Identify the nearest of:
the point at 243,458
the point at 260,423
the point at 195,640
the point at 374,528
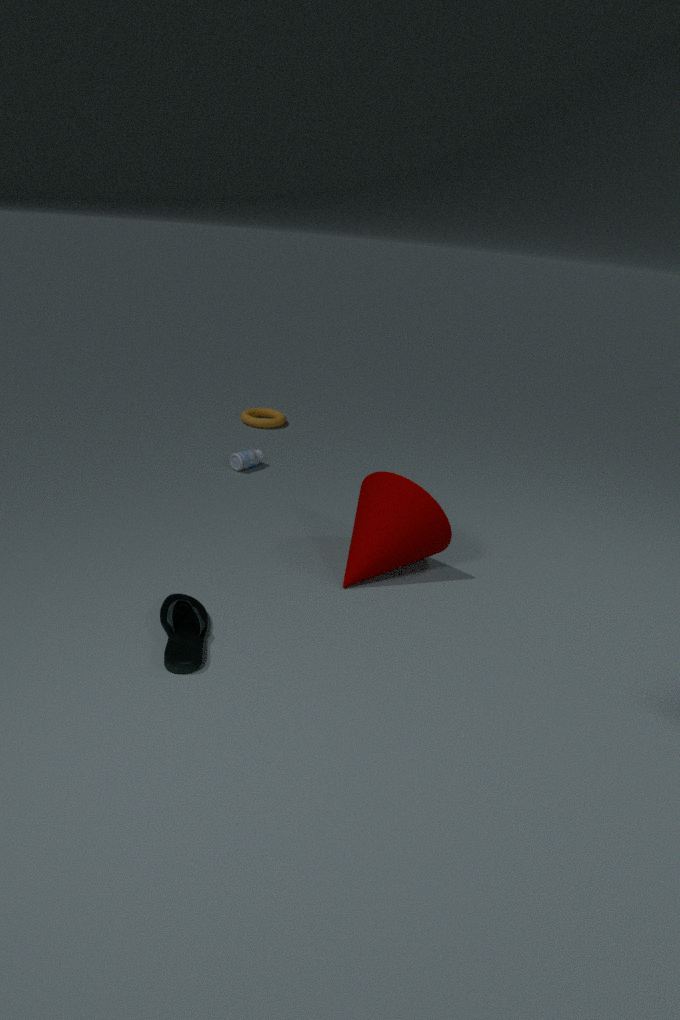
the point at 195,640
